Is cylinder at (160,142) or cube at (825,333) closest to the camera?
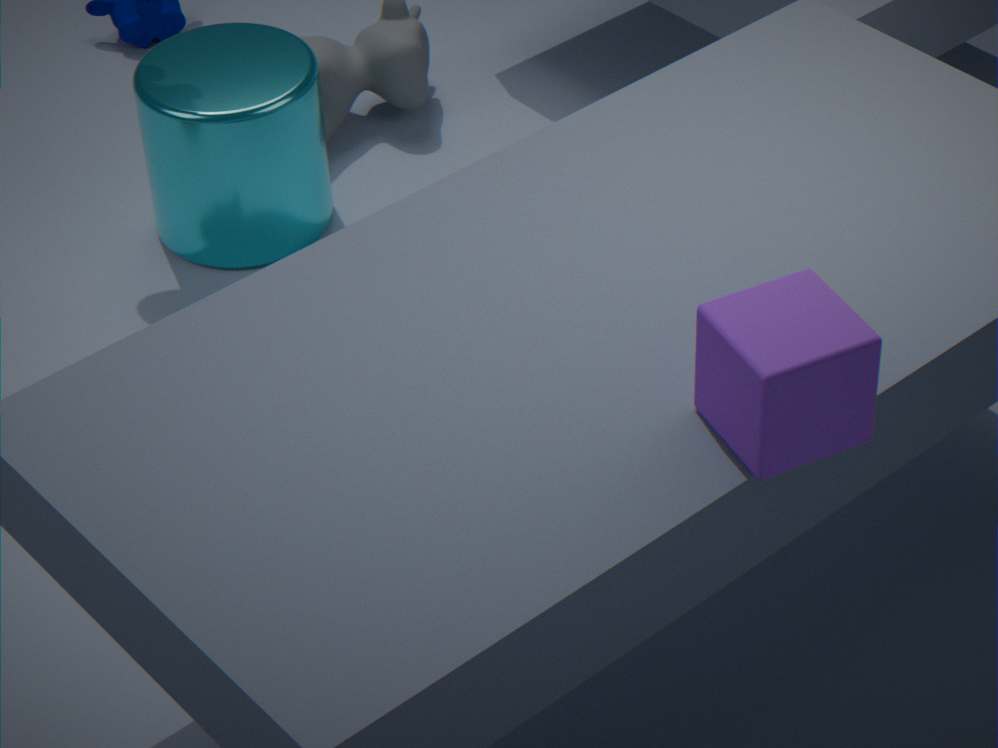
cube at (825,333)
